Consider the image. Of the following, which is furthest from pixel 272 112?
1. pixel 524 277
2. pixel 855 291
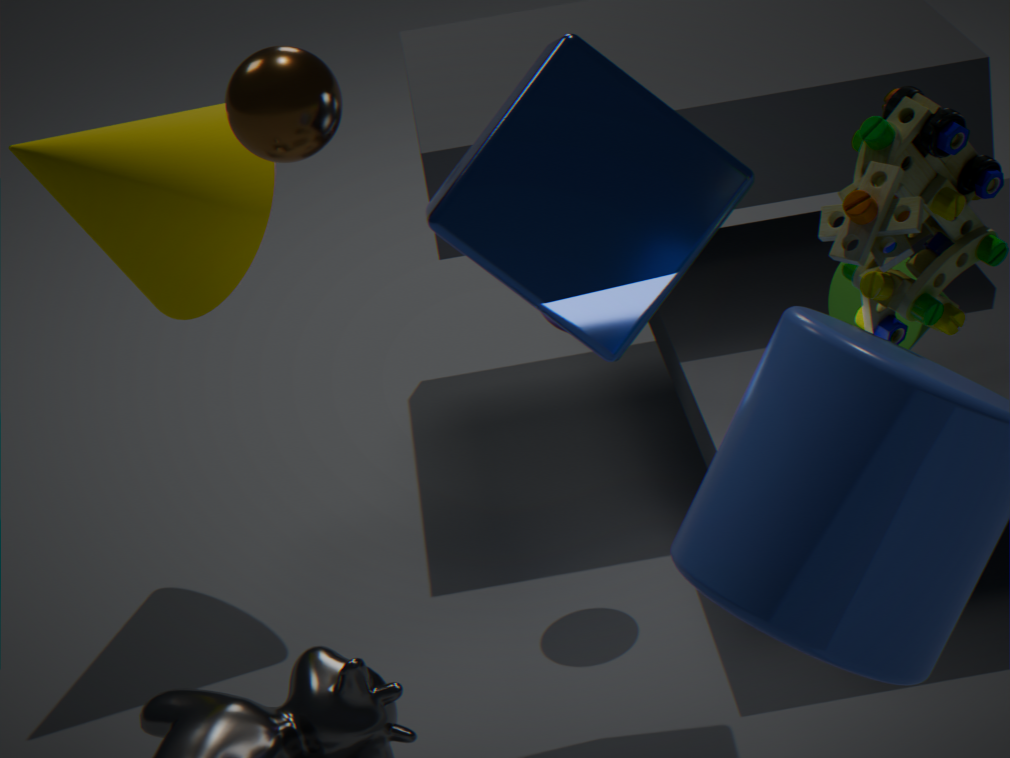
pixel 855 291
